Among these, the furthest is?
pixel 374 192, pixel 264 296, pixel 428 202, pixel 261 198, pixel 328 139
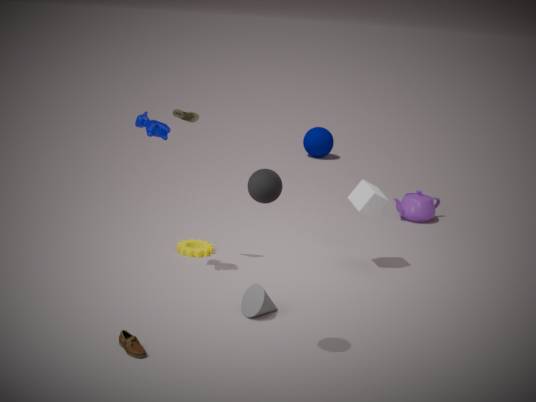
pixel 328 139
